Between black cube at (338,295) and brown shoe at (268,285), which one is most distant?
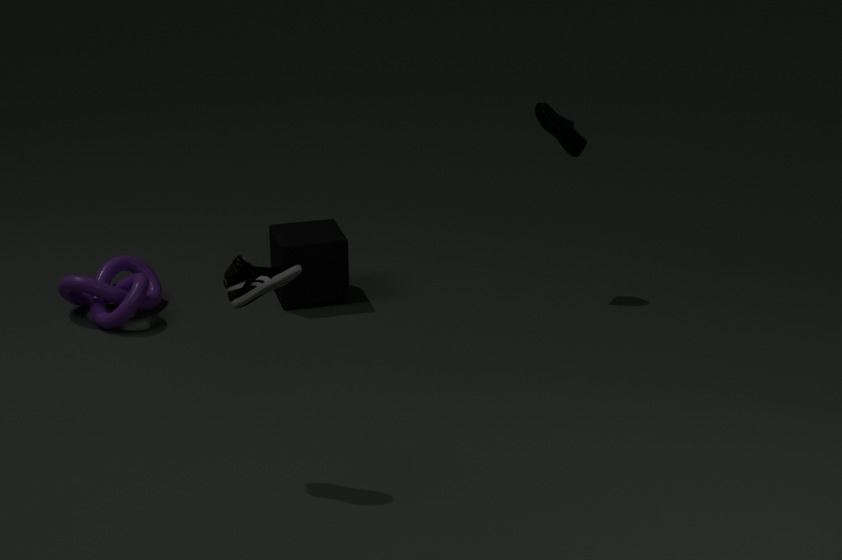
black cube at (338,295)
